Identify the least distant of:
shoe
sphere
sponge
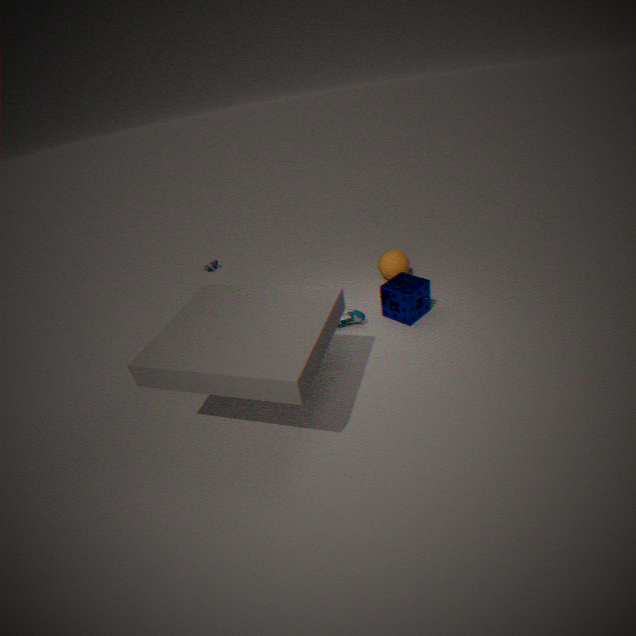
sponge
